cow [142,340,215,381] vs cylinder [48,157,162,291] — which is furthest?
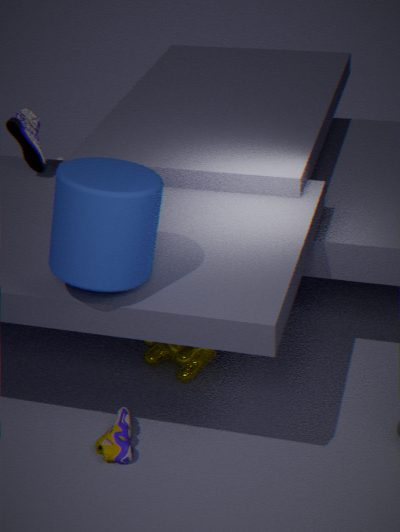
cow [142,340,215,381]
